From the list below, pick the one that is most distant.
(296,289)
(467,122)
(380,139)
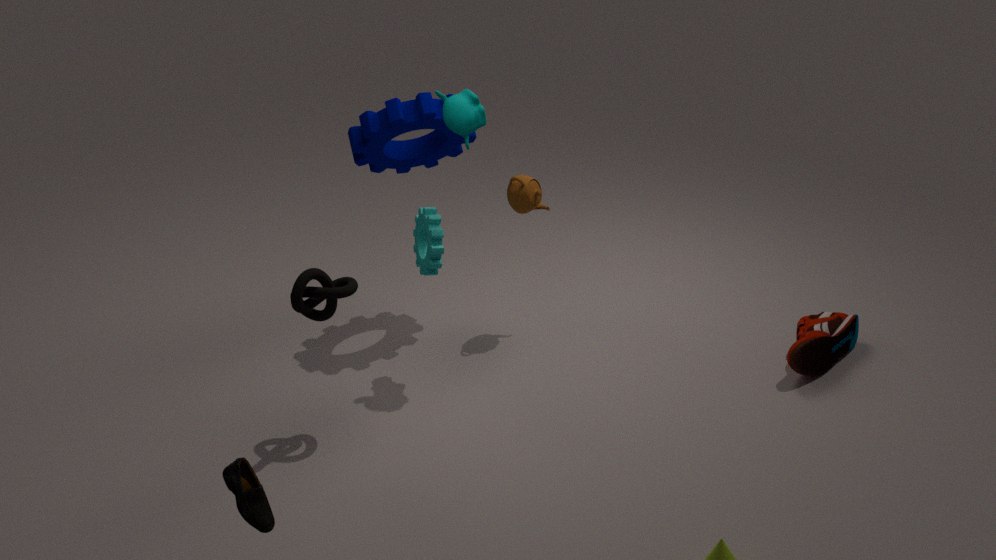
(380,139)
